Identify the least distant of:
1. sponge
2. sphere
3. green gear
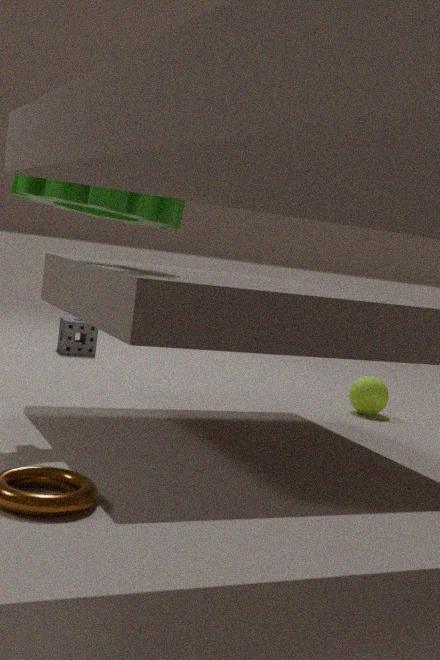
green gear
